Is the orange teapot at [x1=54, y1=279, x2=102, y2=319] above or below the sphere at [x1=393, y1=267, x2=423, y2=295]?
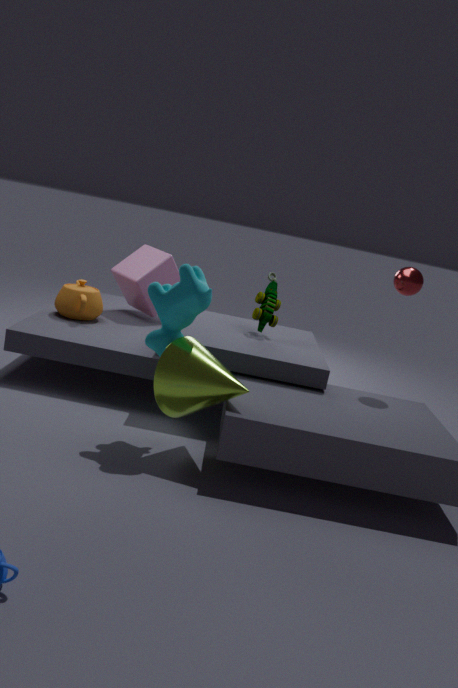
below
